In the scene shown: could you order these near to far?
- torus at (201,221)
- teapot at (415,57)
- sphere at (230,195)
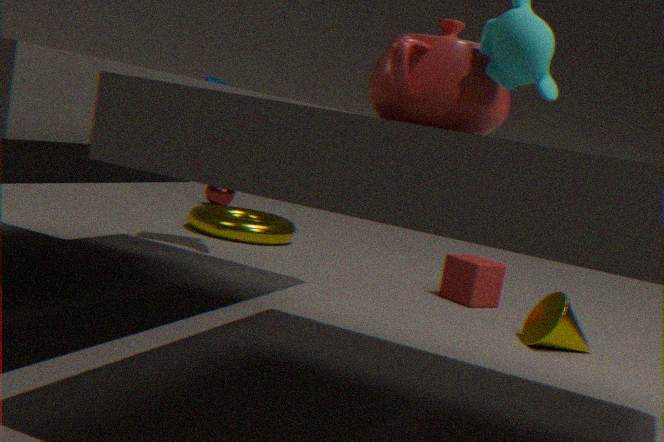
1. teapot at (415,57)
2. torus at (201,221)
3. sphere at (230,195)
